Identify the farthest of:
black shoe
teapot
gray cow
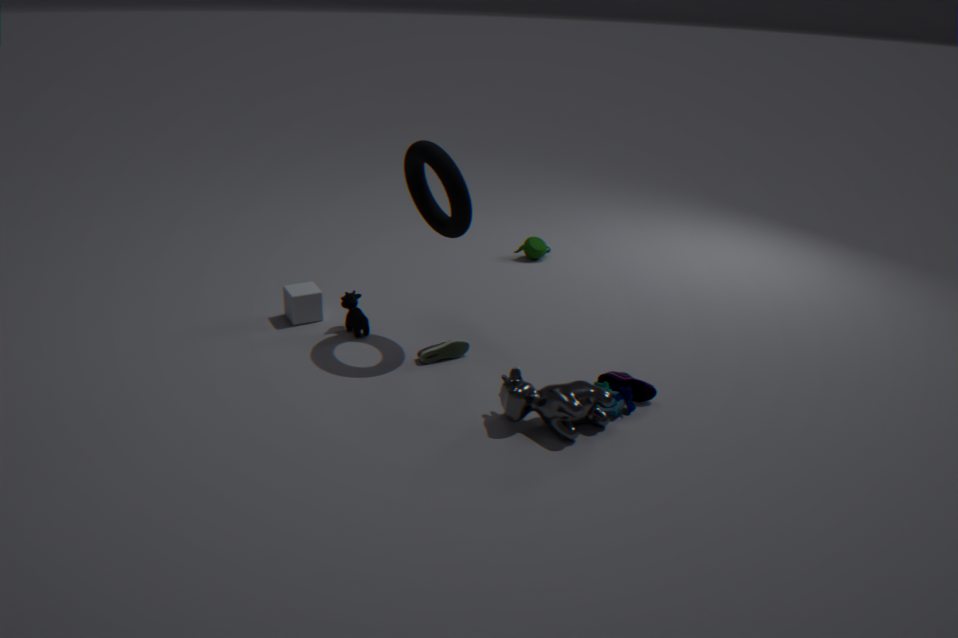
teapot
